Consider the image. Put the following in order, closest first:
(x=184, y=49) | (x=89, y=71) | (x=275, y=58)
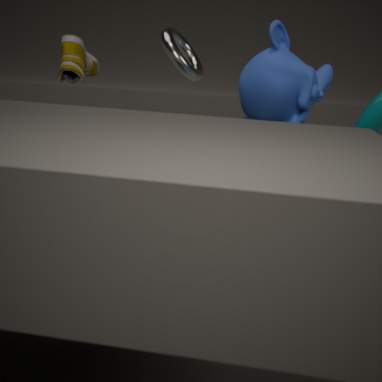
1. (x=275, y=58)
2. (x=184, y=49)
3. (x=89, y=71)
